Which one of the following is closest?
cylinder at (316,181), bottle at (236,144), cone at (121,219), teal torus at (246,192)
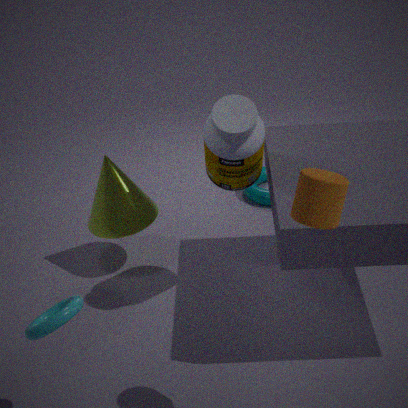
cylinder at (316,181)
